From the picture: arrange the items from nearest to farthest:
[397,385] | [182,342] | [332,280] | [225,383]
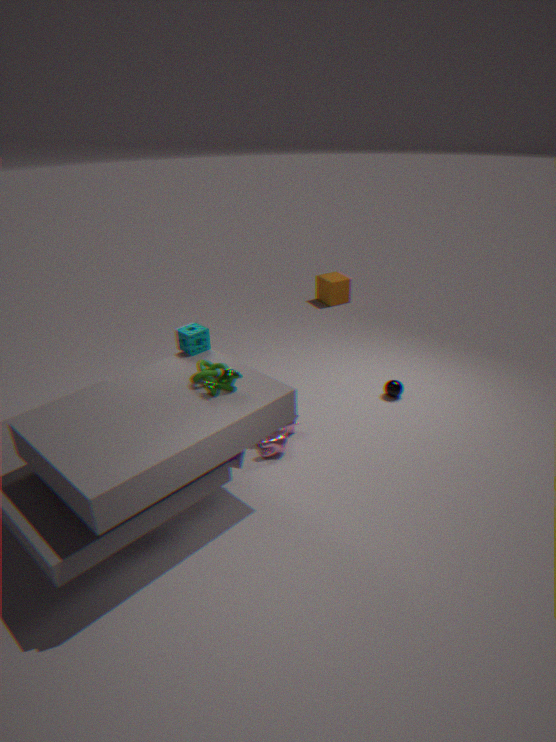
1. [225,383]
2. [182,342]
3. [397,385]
4. [332,280]
